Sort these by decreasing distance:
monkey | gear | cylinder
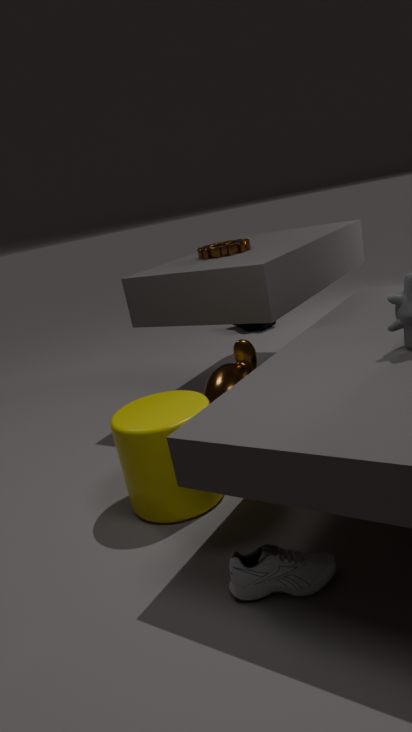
1. gear
2. monkey
3. cylinder
